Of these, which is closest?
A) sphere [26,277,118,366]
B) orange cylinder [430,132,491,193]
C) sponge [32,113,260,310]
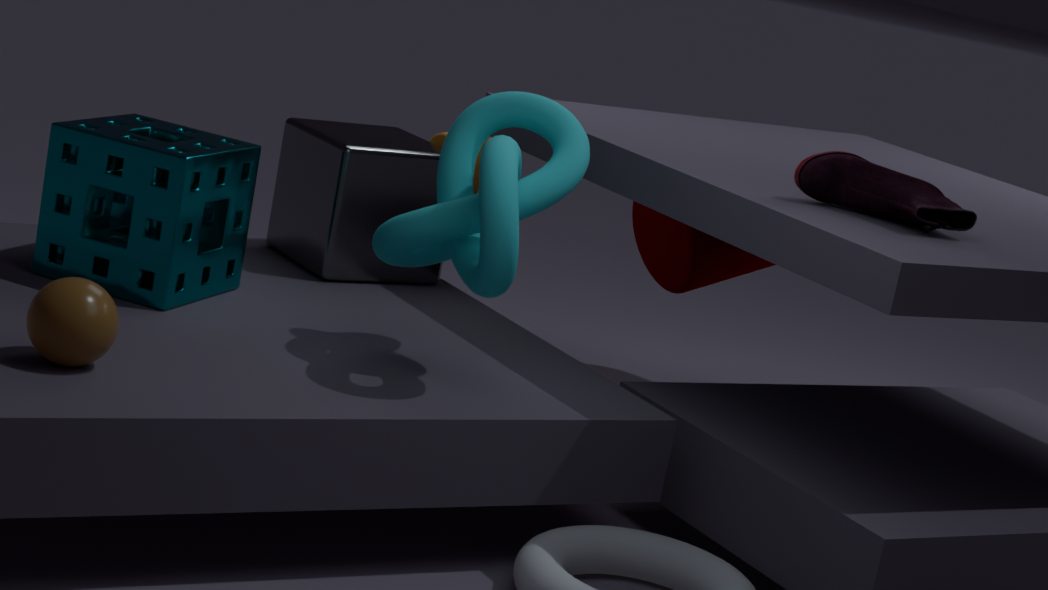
sphere [26,277,118,366]
